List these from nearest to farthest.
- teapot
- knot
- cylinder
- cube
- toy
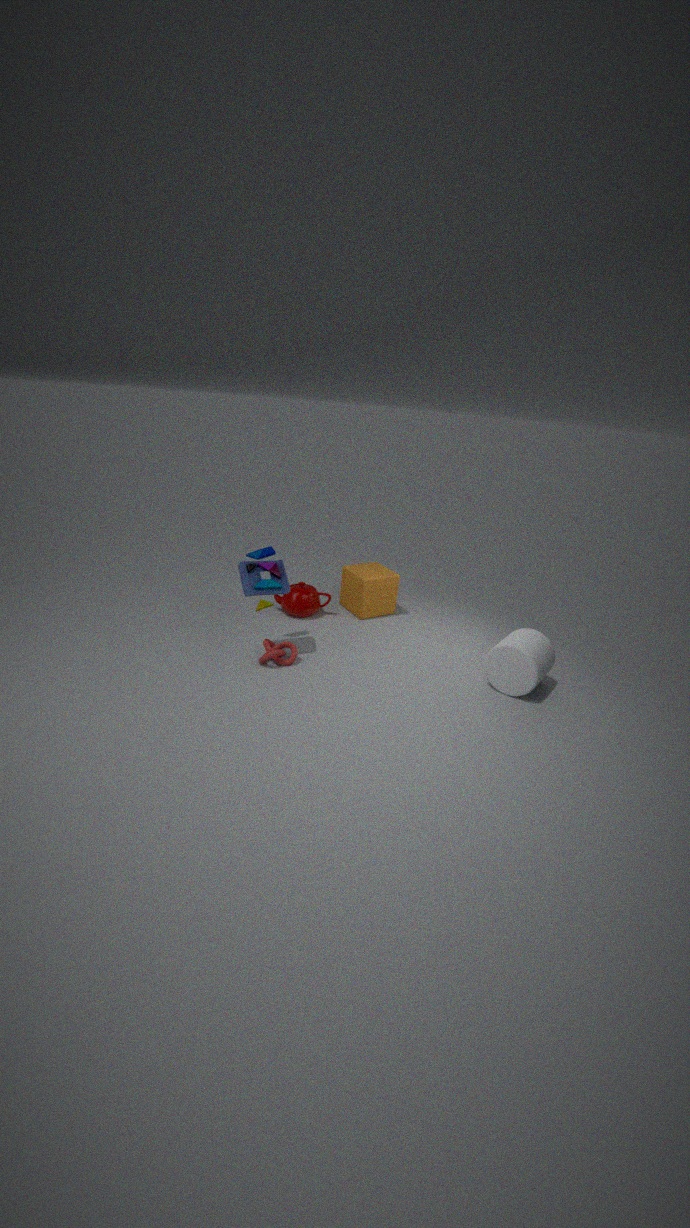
cylinder
toy
knot
teapot
cube
